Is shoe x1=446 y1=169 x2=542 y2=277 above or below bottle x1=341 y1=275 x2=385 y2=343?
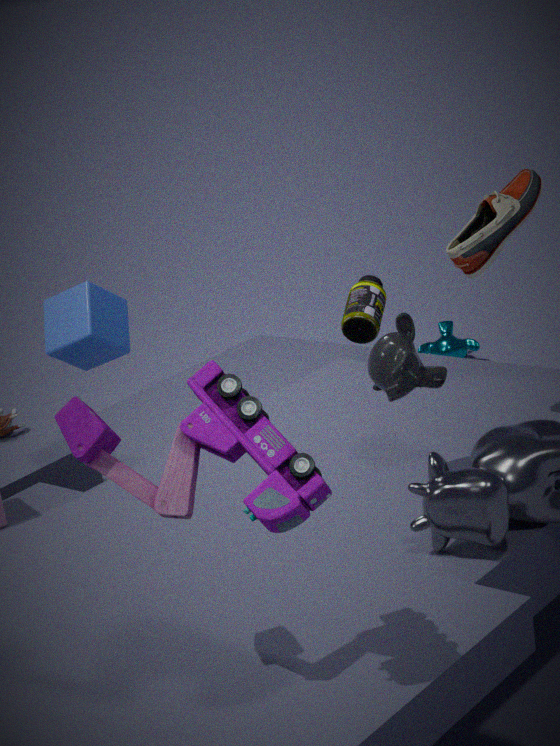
above
